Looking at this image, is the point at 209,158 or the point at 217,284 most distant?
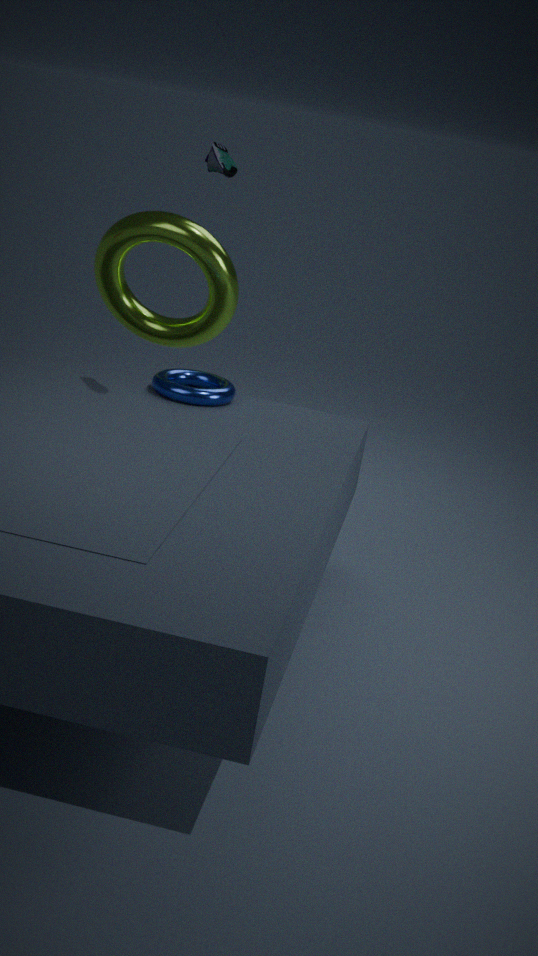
the point at 217,284
